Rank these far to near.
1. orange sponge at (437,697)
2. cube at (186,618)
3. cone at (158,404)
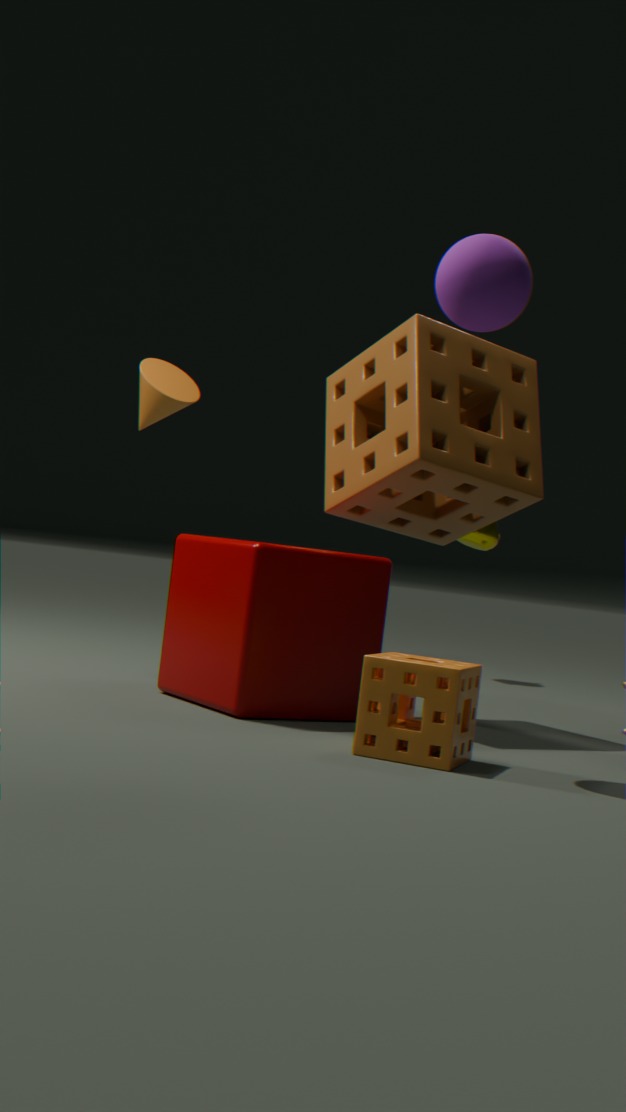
1. cone at (158,404)
2. cube at (186,618)
3. orange sponge at (437,697)
